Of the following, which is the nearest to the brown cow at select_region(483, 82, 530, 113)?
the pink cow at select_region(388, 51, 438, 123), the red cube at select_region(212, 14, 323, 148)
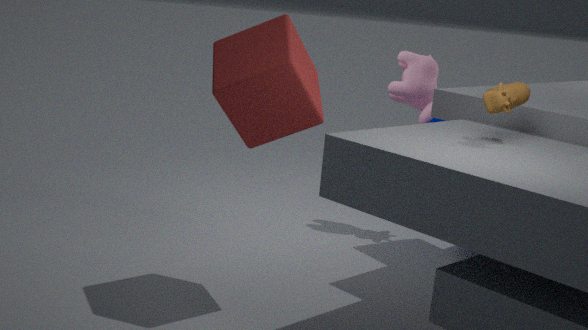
the red cube at select_region(212, 14, 323, 148)
